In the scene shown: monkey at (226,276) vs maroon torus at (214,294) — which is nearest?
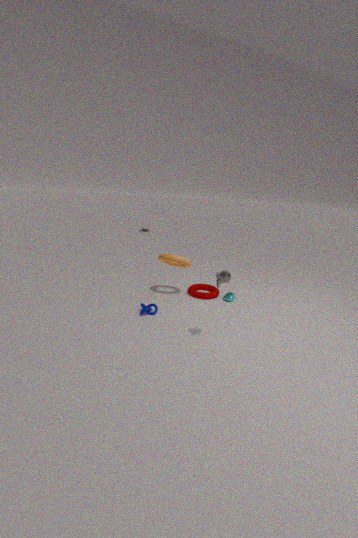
monkey at (226,276)
